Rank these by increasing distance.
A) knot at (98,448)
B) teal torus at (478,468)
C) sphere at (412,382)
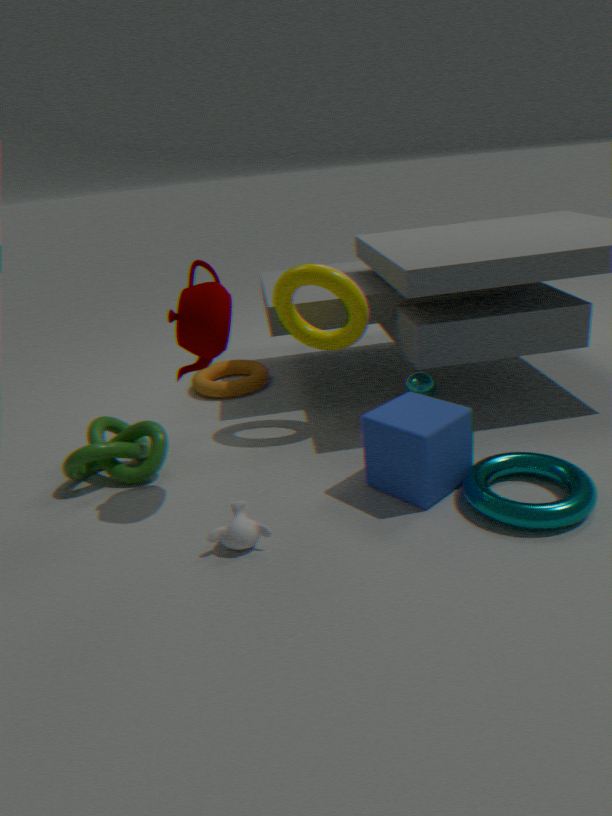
1. teal torus at (478,468)
2. knot at (98,448)
3. sphere at (412,382)
